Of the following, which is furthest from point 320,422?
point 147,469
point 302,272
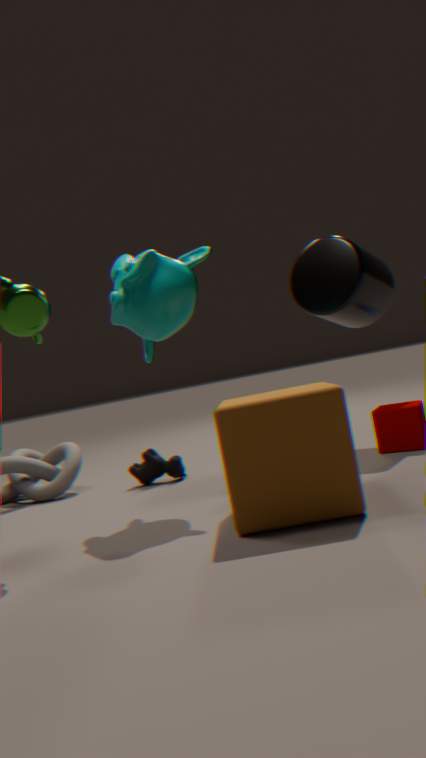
point 302,272
